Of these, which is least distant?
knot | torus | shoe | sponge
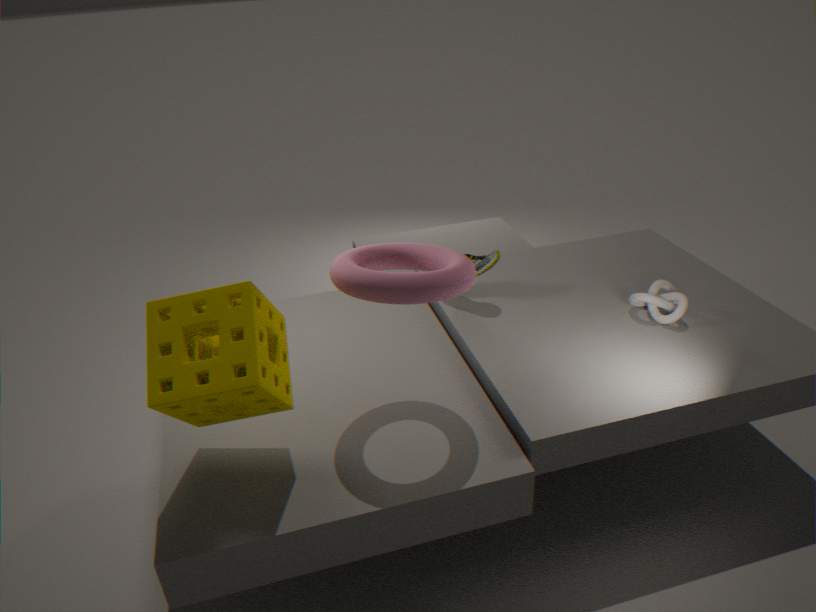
sponge
